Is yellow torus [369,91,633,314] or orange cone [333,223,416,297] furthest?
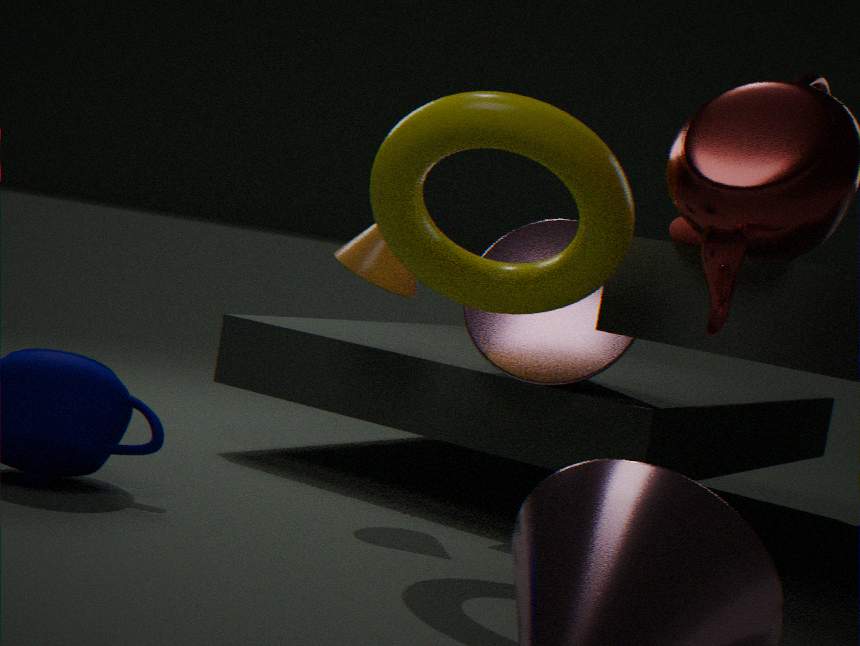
orange cone [333,223,416,297]
